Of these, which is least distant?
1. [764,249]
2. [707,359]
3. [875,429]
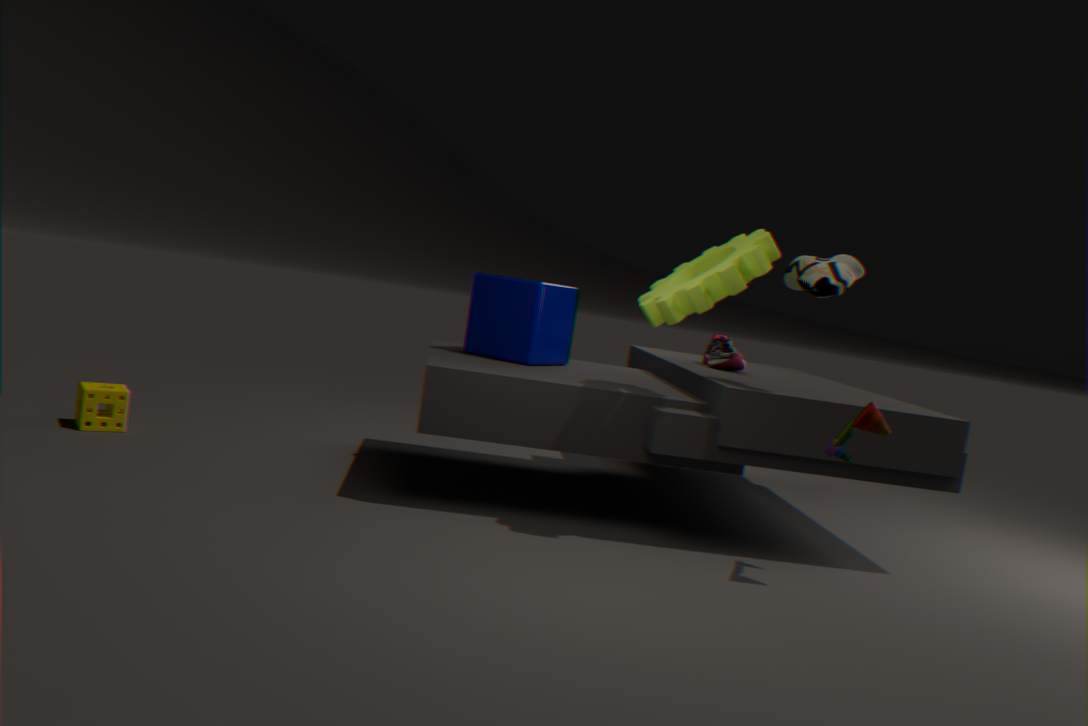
[875,429]
